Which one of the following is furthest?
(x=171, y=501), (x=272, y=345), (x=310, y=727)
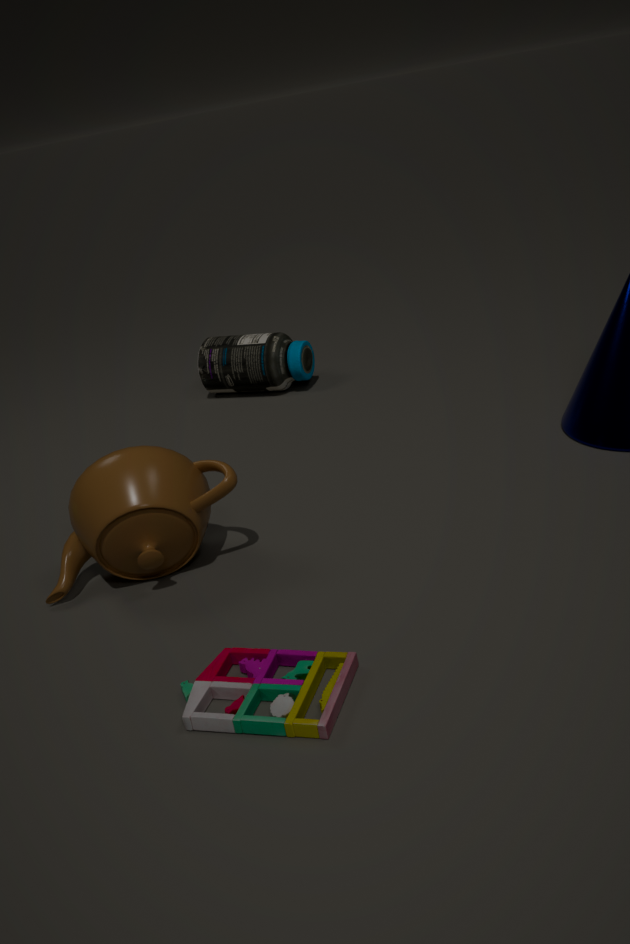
(x=272, y=345)
